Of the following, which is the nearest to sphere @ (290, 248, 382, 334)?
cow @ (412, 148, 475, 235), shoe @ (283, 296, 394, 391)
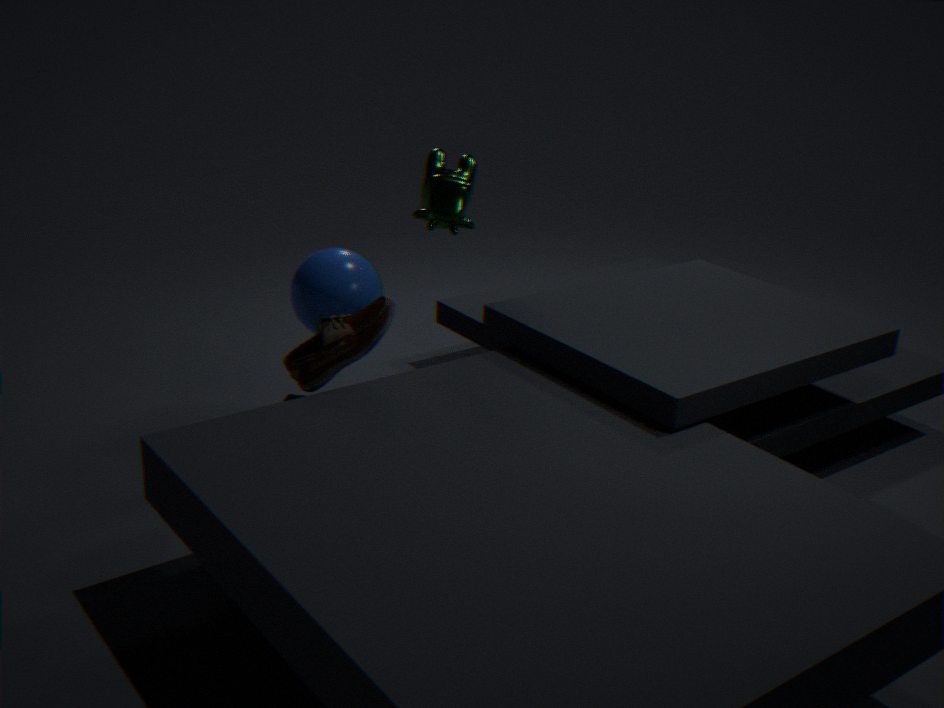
cow @ (412, 148, 475, 235)
